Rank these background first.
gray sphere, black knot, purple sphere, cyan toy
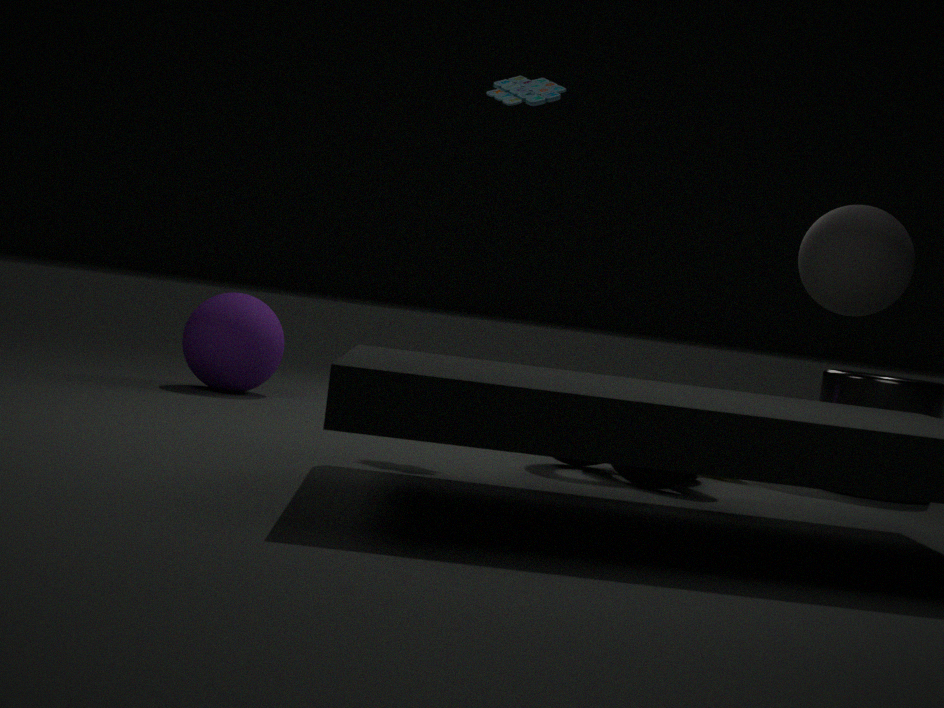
purple sphere → gray sphere → cyan toy → black knot
